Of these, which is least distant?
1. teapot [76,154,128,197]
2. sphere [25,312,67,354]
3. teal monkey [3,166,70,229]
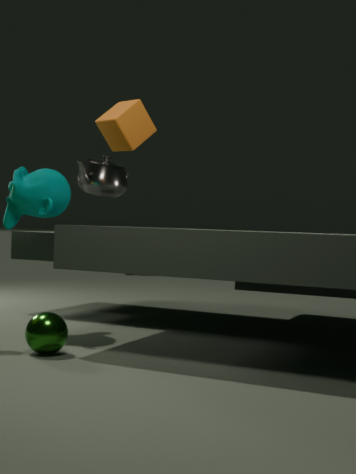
sphere [25,312,67,354]
